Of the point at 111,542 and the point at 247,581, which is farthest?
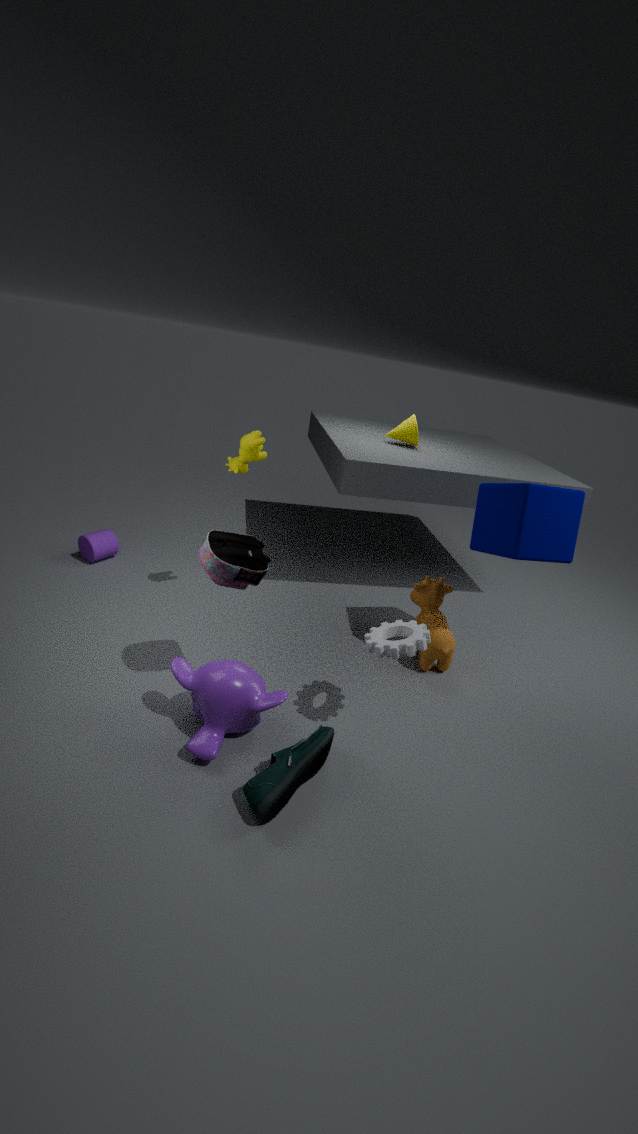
the point at 111,542
